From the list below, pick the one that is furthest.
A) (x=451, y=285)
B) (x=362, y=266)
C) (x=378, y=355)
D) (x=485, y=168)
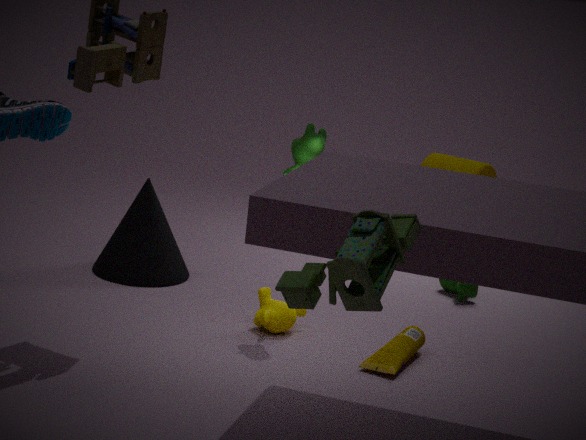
(x=485, y=168)
